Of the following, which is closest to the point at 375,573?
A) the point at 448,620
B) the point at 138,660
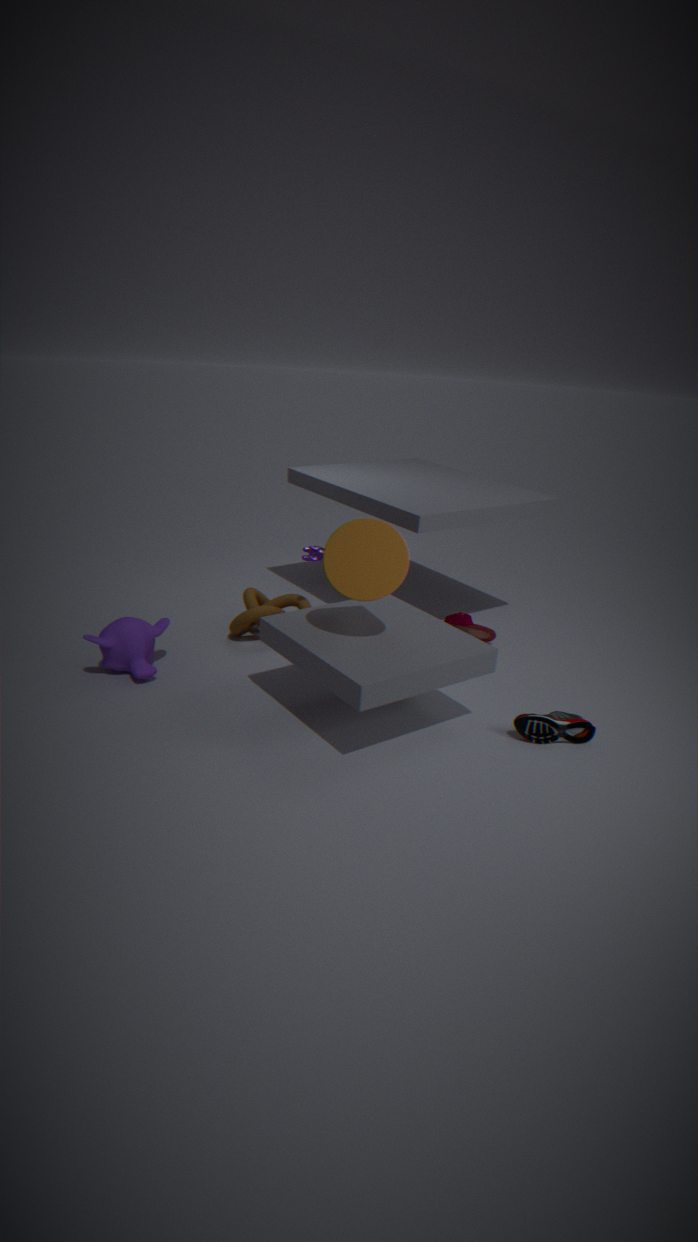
the point at 448,620
